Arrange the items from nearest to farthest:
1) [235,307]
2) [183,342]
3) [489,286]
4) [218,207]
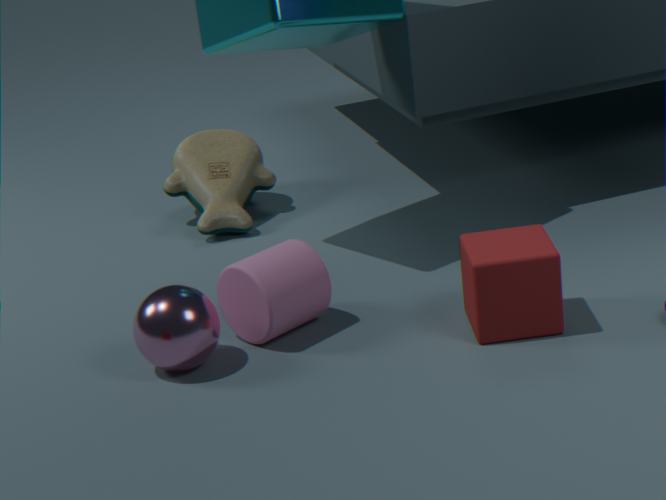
1. 3. [489,286]
2. 2. [183,342]
3. 1. [235,307]
4. 4. [218,207]
